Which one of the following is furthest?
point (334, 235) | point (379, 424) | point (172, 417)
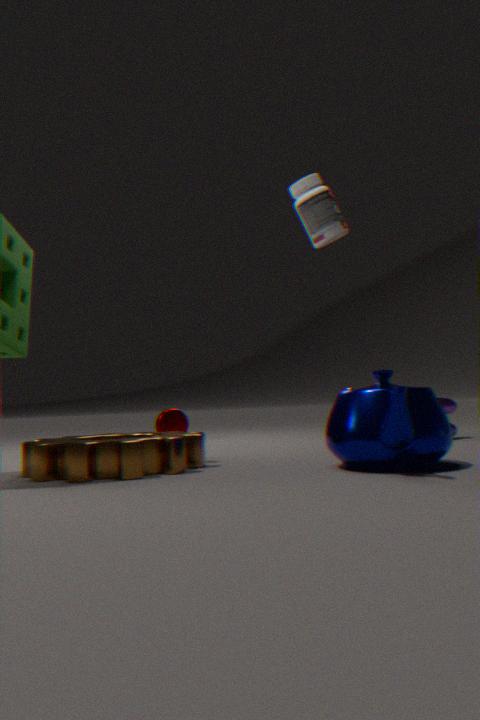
point (172, 417)
